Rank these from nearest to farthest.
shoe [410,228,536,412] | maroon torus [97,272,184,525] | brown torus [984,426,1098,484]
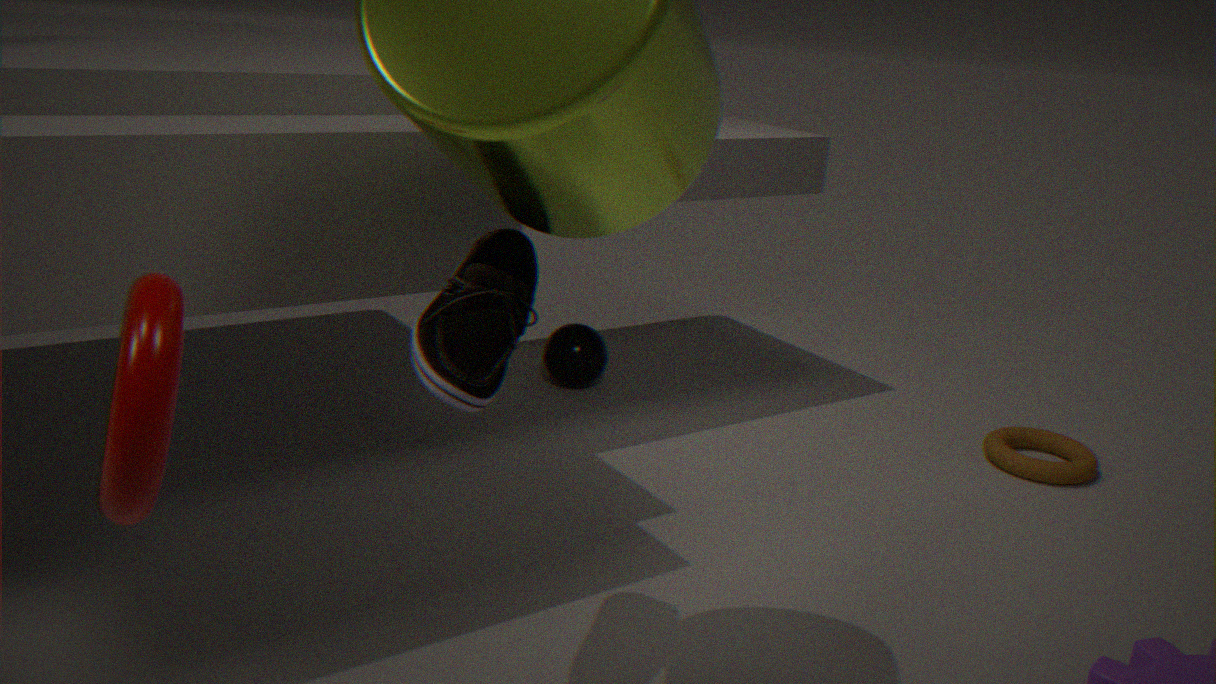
maroon torus [97,272,184,525] → shoe [410,228,536,412] → brown torus [984,426,1098,484]
